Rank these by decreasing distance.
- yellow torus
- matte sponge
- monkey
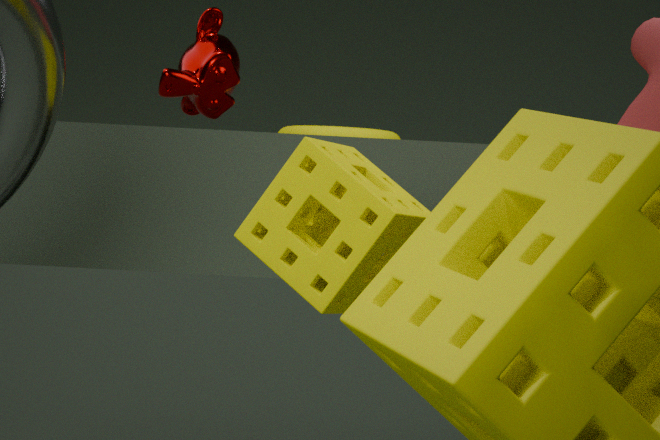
yellow torus → monkey → matte sponge
